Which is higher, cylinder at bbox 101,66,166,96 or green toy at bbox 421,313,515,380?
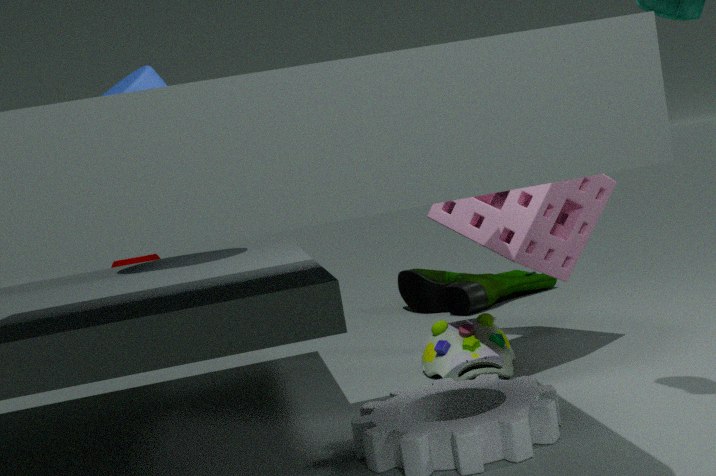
cylinder at bbox 101,66,166,96
